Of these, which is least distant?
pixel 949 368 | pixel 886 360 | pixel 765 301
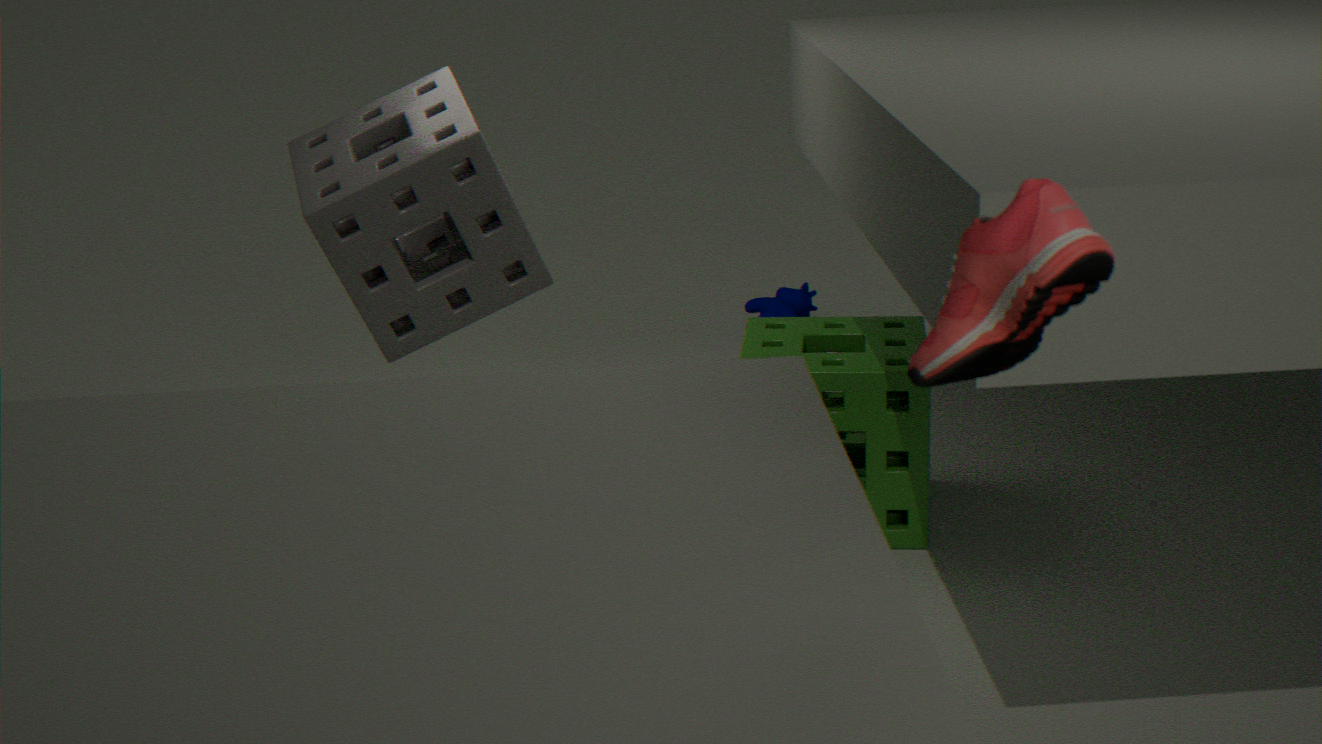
pixel 949 368
